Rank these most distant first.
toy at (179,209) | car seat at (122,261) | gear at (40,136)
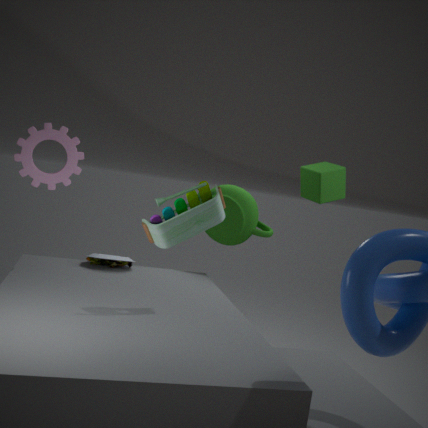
car seat at (122,261)
gear at (40,136)
toy at (179,209)
